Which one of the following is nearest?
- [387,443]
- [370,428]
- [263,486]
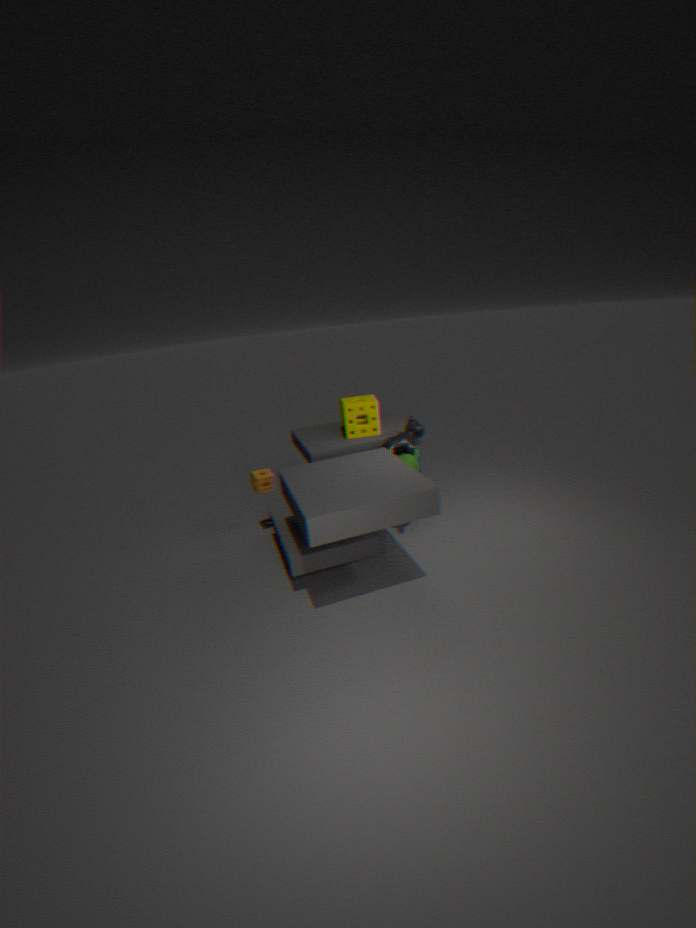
[387,443]
